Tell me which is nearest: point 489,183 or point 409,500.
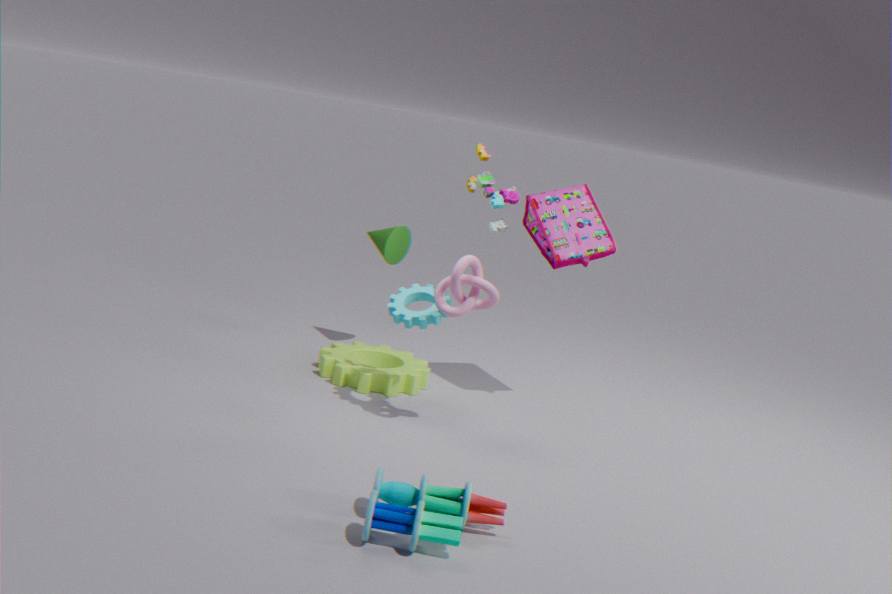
point 409,500
